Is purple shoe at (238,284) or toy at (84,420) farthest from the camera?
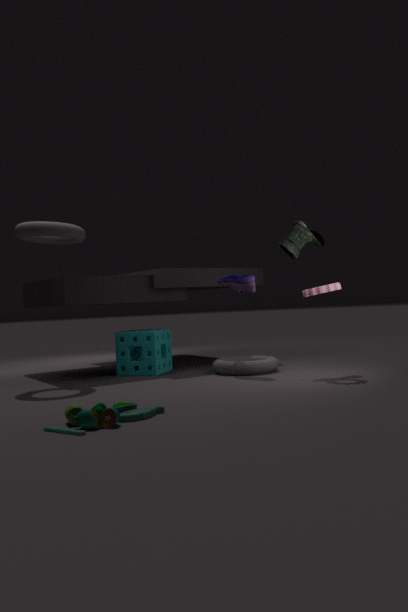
purple shoe at (238,284)
